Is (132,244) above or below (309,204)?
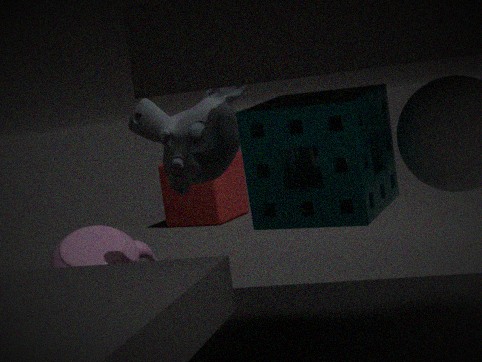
below
